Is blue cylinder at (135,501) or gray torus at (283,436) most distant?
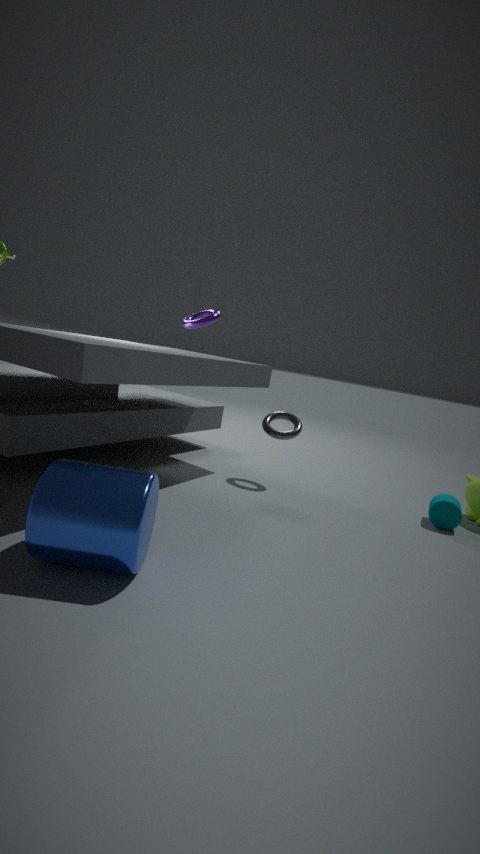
gray torus at (283,436)
